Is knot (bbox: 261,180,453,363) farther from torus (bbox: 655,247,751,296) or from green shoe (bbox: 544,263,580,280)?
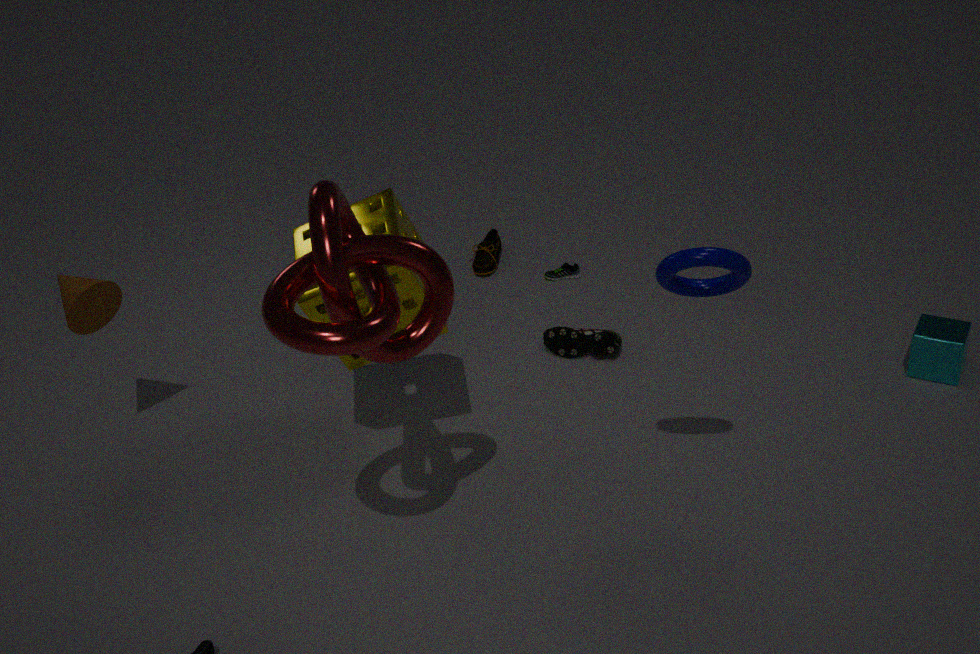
green shoe (bbox: 544,263,580,280)
